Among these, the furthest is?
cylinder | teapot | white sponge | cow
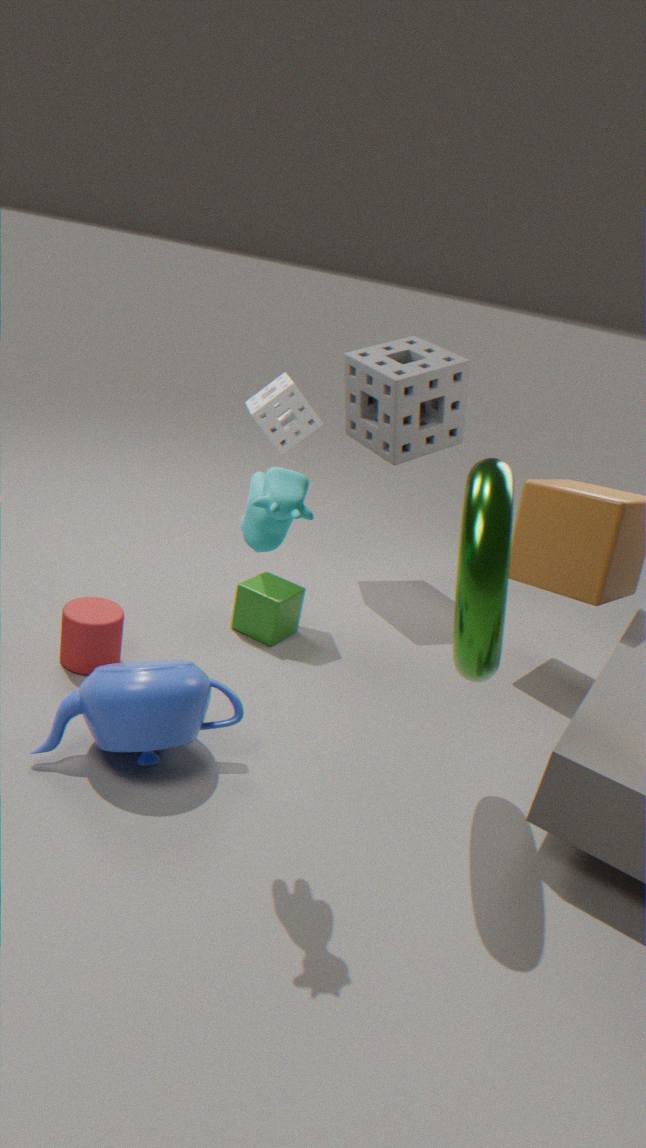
white sponge
